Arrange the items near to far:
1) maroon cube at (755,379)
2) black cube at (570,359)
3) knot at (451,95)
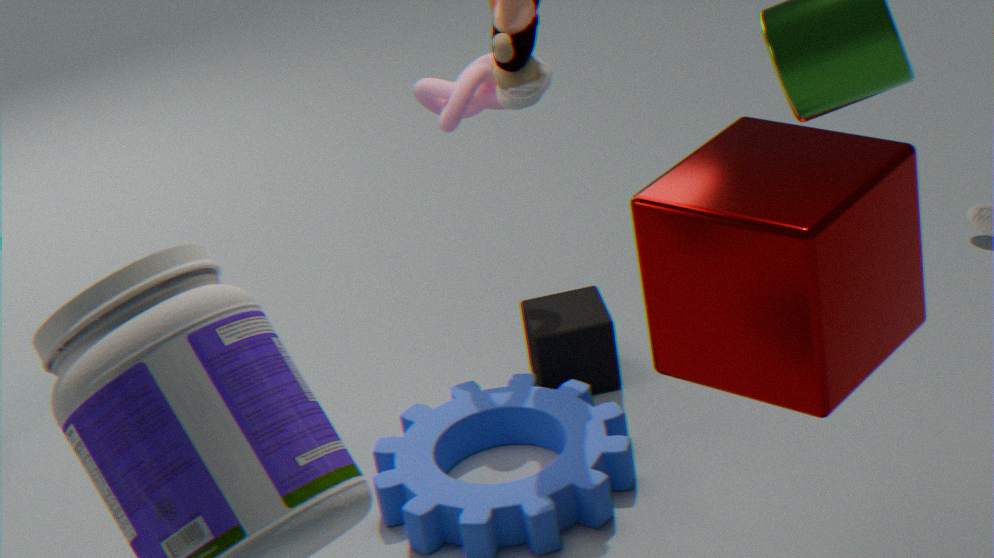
1. maroon cube at (755,379) < 3. knot at (451,95) < 2. black cube at (570,359)
